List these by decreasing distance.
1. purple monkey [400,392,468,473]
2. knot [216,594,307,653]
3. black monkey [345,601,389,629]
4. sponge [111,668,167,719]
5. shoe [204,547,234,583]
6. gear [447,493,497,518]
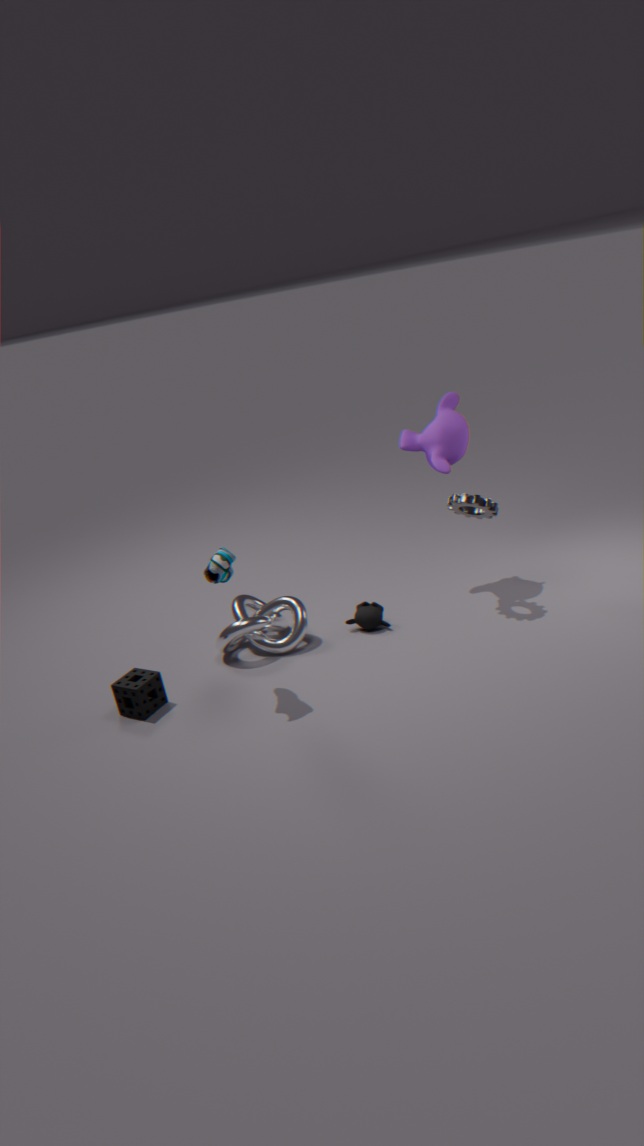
1. black monkey [345,601,389,629]
2. purple monkey [400,392,468,473]
3. knot [216,594,307,653]
4. gear [447,493,497,518]
5. sponge [111,668,167,719]
6. shoe [204,547,234,583]
